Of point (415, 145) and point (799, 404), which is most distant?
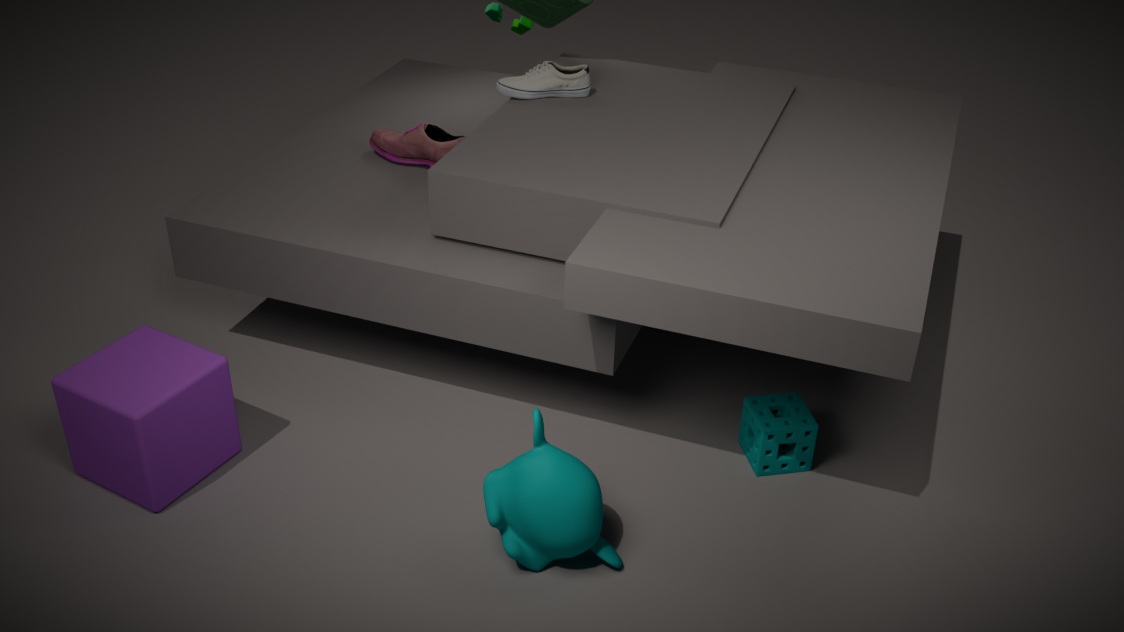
point (415, 145)
